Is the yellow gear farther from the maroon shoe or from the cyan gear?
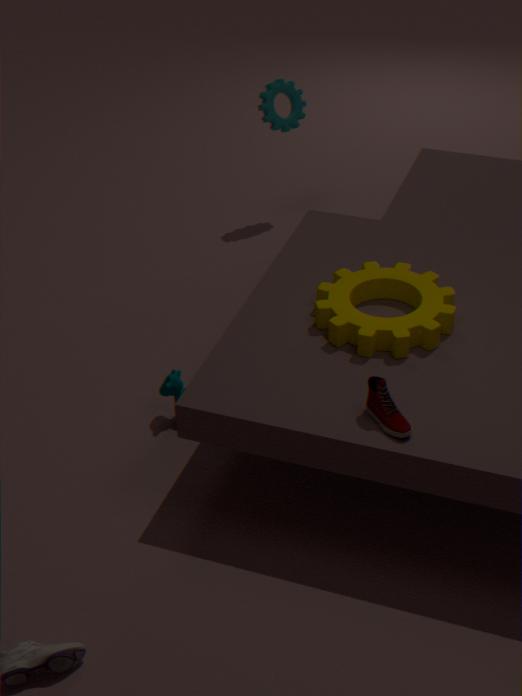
the cyan gear
